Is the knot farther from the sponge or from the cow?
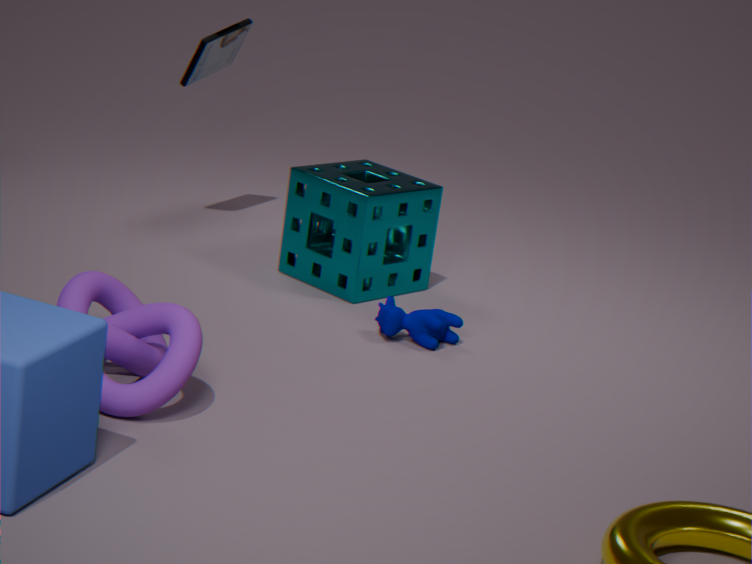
the sponge
